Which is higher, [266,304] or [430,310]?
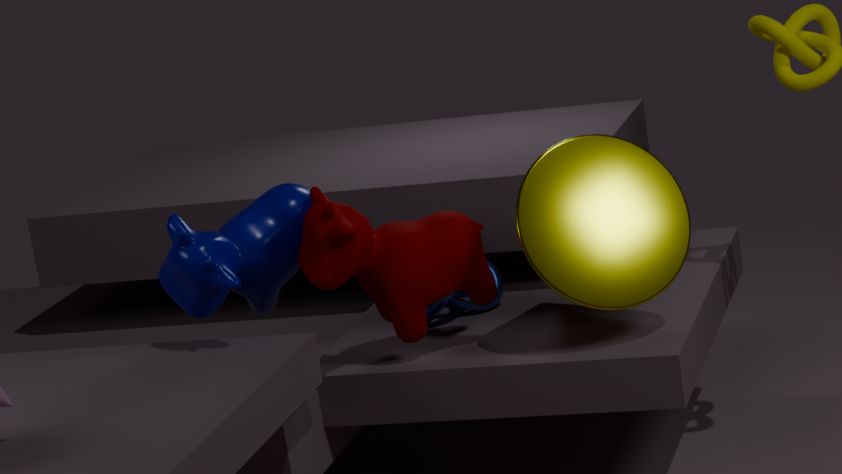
[266,304]
